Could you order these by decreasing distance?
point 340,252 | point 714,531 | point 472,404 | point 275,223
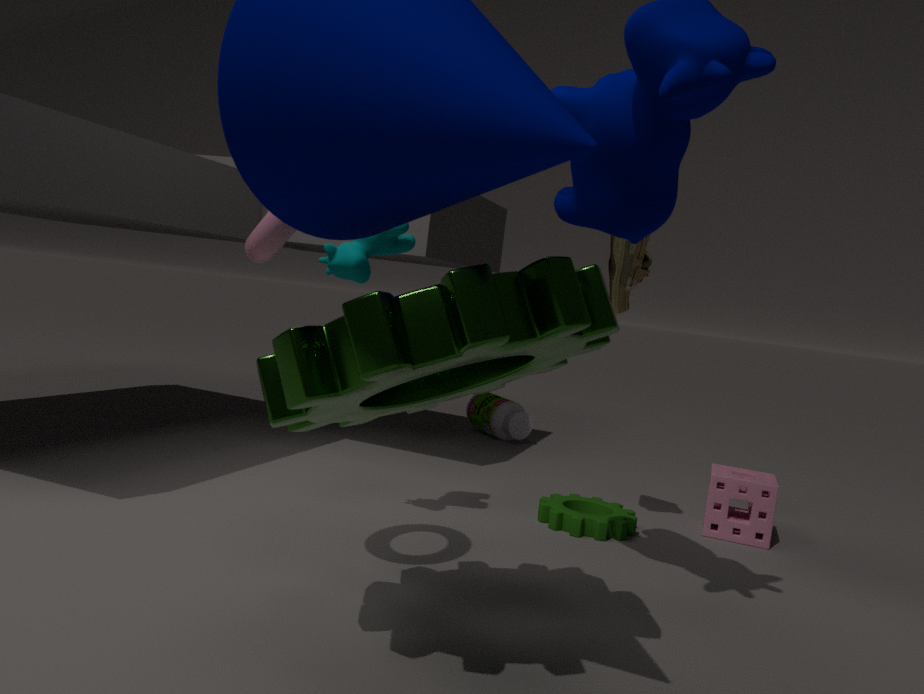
point 472,404, point 714,531, point 340,252, point 275,223
